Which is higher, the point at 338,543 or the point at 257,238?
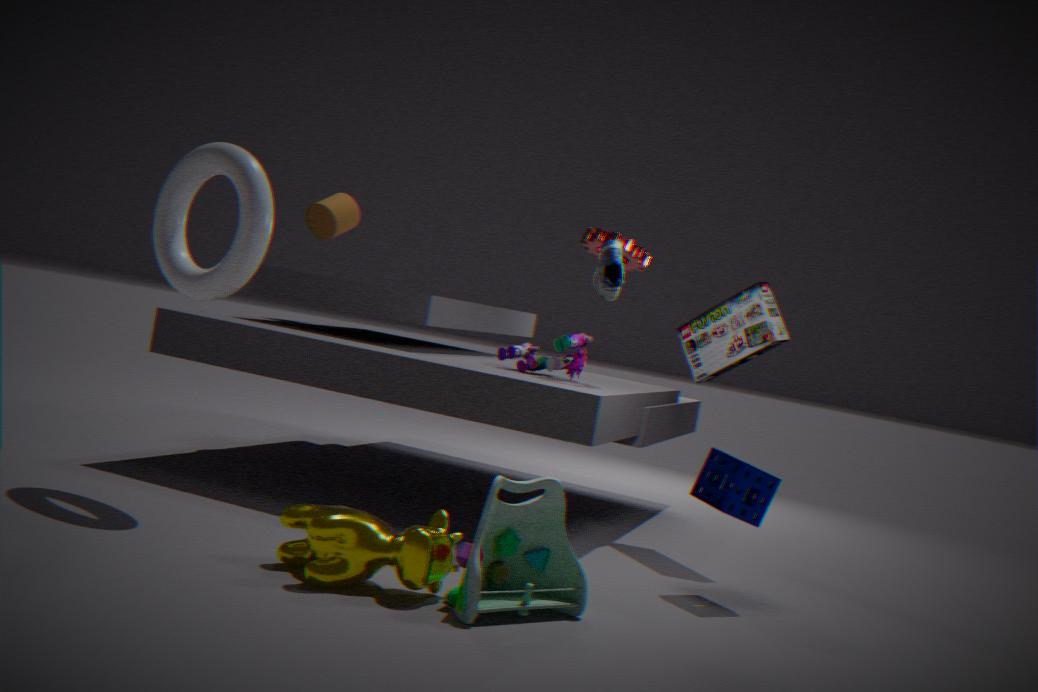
the point at 257,238
